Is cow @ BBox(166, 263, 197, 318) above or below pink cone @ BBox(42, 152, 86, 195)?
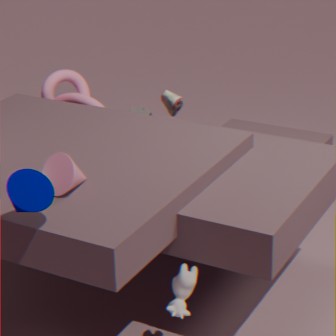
below
